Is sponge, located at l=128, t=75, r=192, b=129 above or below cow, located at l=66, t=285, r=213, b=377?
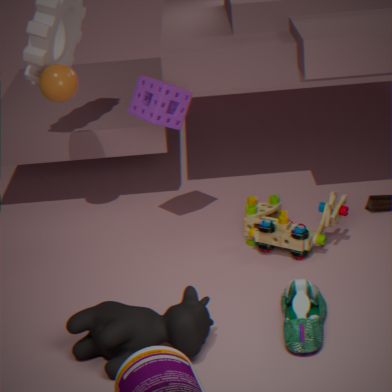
above
